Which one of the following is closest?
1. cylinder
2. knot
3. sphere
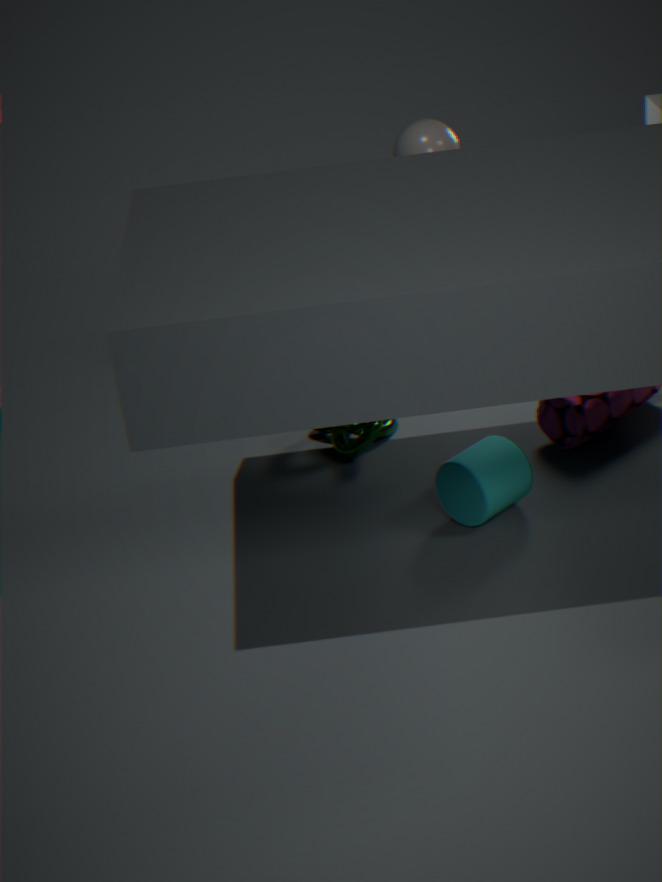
cylinder
